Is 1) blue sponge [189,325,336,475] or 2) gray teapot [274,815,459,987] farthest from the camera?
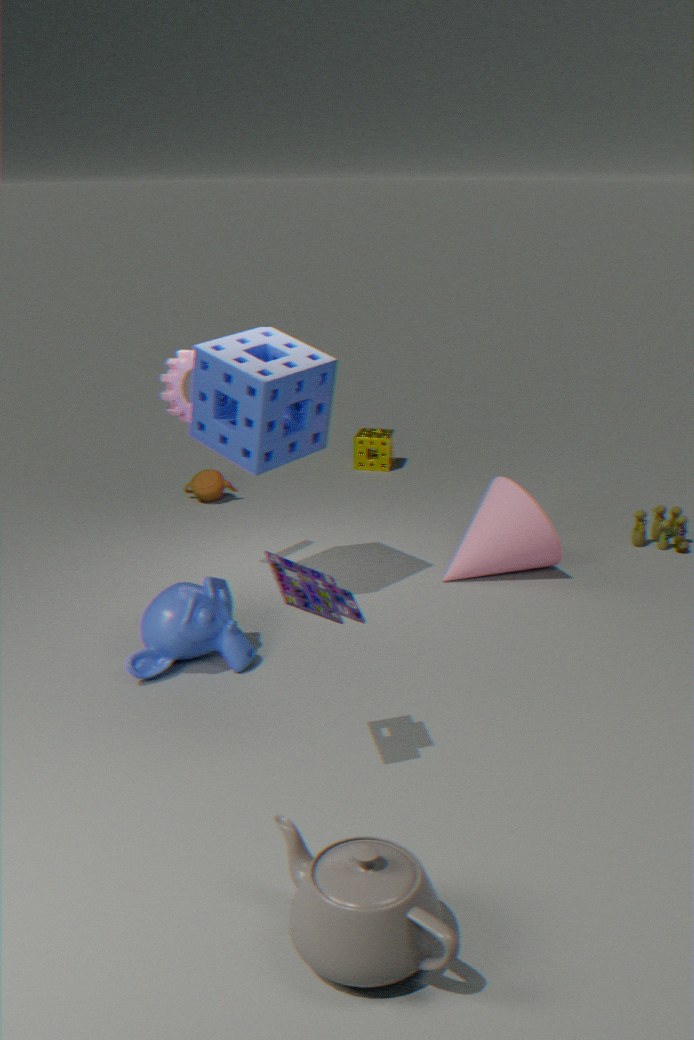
1. blue sponge [189,325,336,475]
